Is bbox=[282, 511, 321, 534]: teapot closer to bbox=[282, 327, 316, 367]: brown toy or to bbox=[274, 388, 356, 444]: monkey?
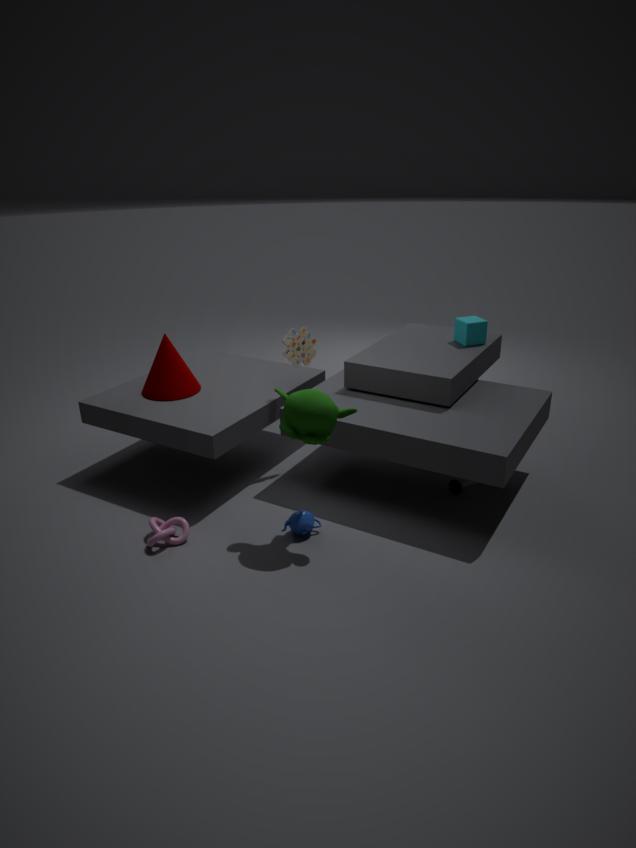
bbox=[274, 388, 356, 444]: monkey
